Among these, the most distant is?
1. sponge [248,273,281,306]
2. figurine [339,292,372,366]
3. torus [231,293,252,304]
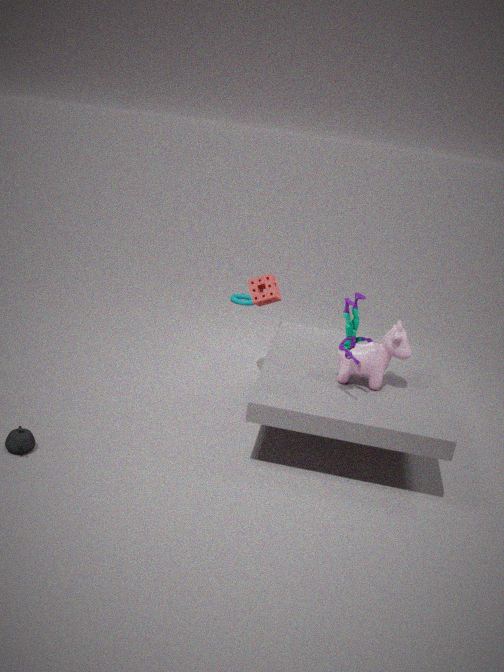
torus [231,293,252,304]
